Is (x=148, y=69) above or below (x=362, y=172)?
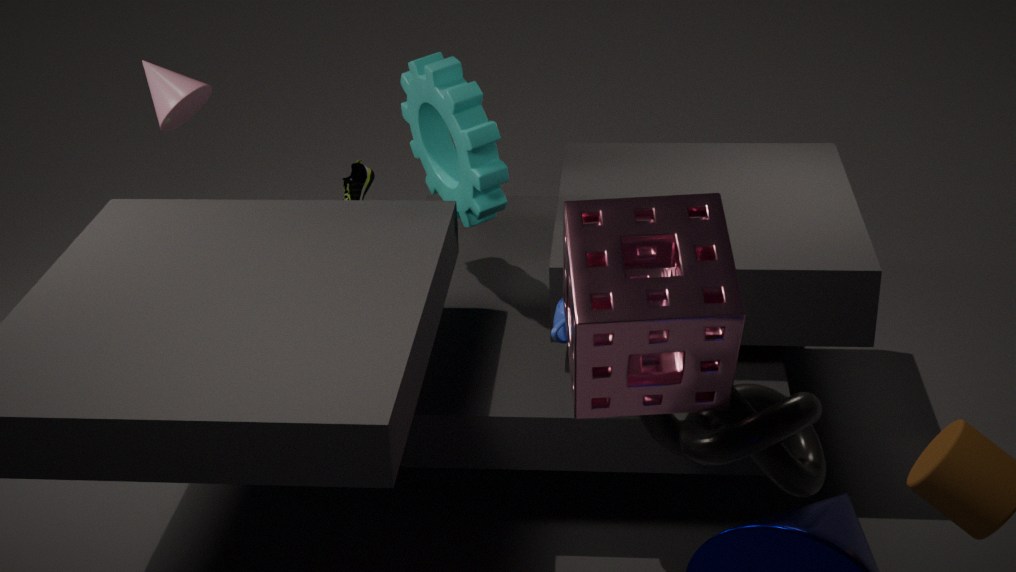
above
